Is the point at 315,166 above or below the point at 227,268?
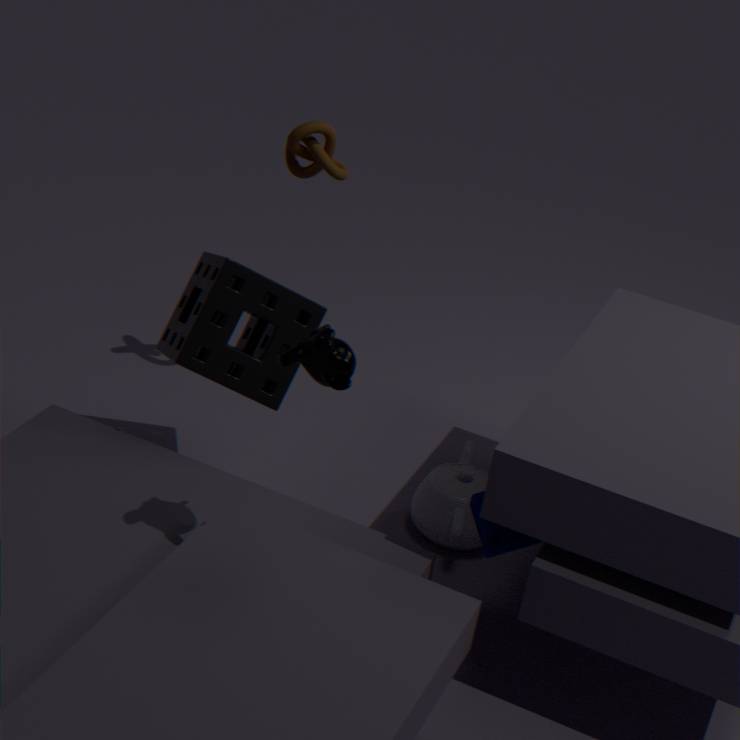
above
